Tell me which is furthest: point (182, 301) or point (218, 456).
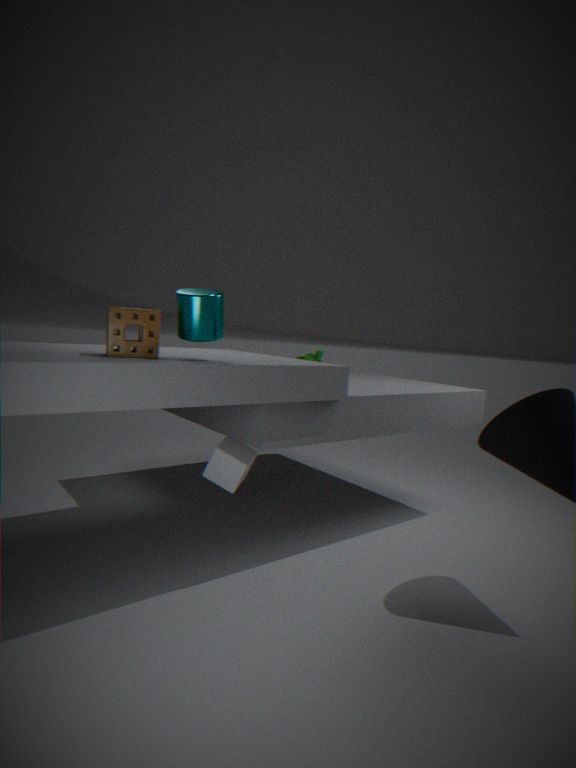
point (218, 456)
